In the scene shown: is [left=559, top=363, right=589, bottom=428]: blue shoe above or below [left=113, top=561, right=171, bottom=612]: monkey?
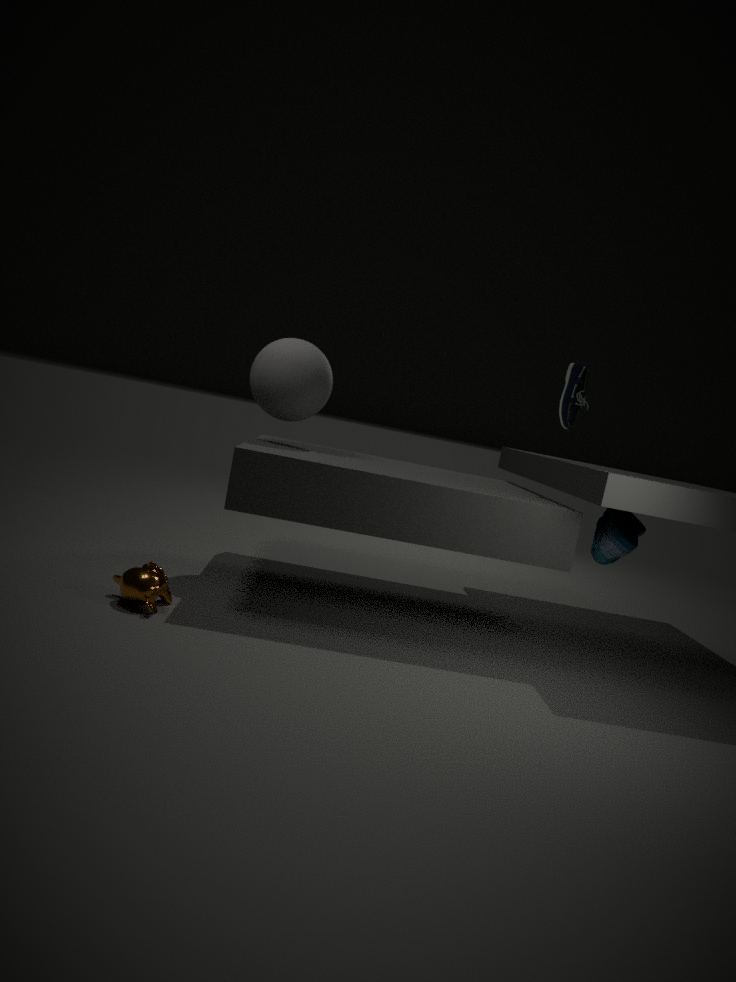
above
